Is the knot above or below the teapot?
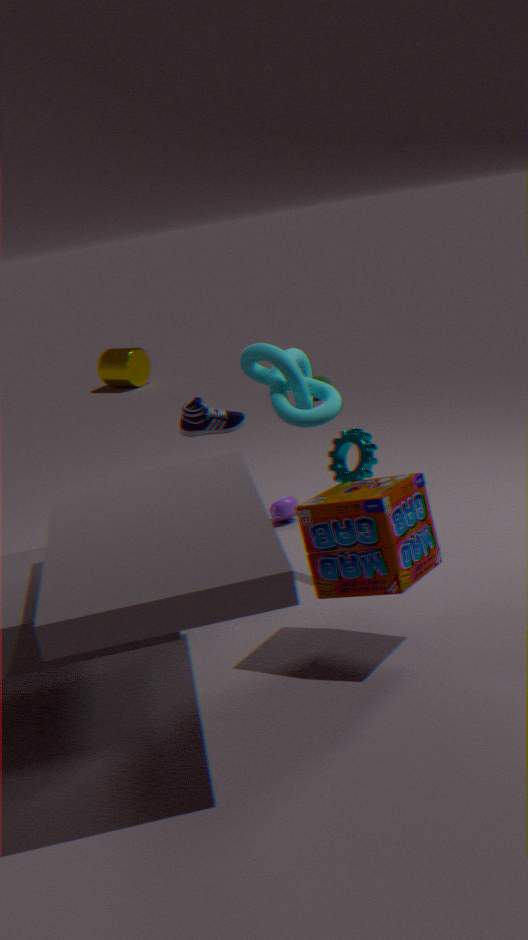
above
